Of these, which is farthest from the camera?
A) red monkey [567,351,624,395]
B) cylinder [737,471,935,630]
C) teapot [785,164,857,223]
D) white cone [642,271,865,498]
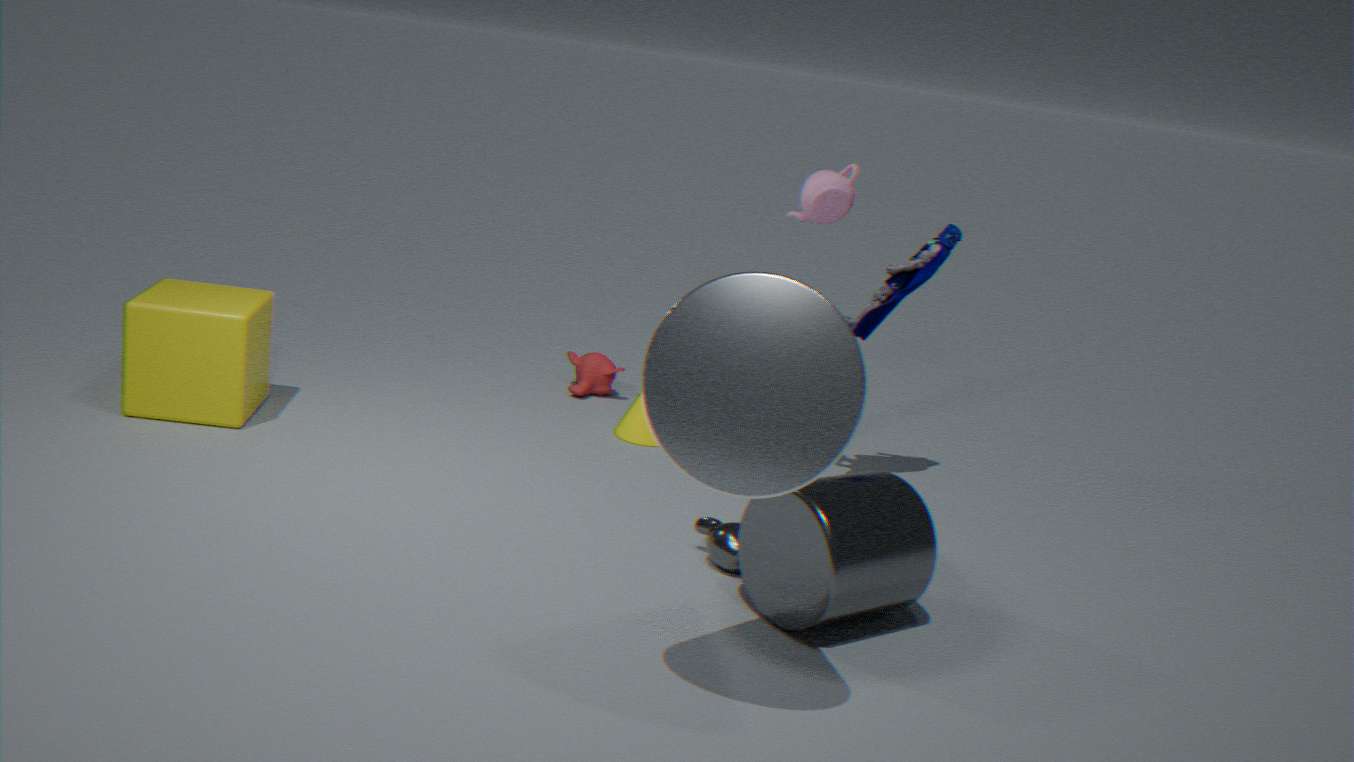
A. red monkey [567,351,624,395]
